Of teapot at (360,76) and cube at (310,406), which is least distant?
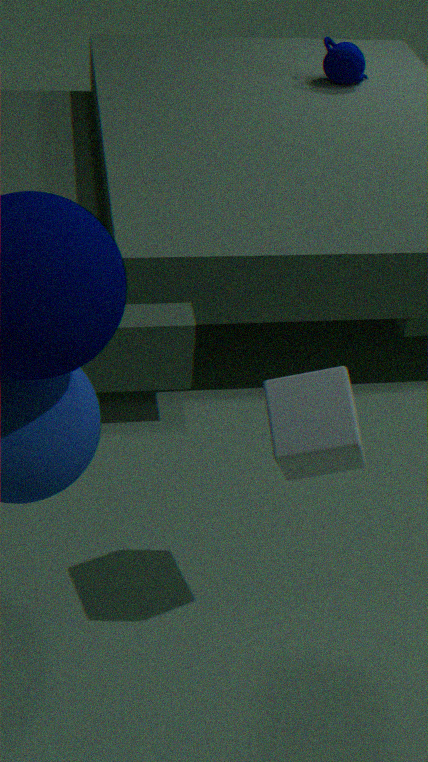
cube at (310,406)
